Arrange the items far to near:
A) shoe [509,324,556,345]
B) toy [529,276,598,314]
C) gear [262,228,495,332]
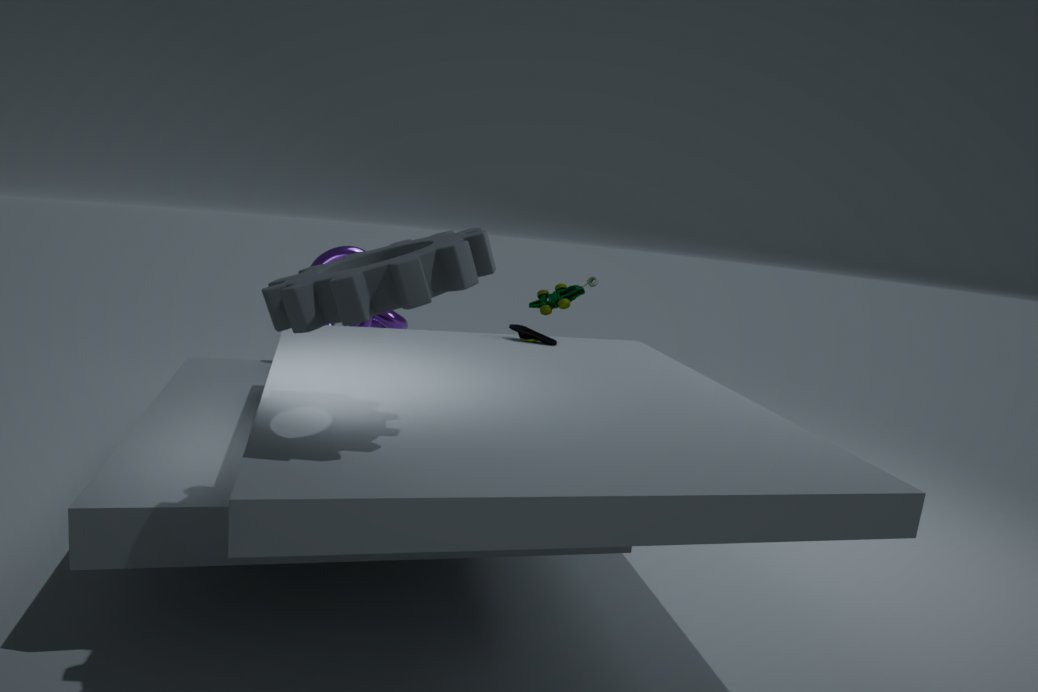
toy [529,276,598,314] < shoe [509,324,556,345] < gear [262,228,495,332]
